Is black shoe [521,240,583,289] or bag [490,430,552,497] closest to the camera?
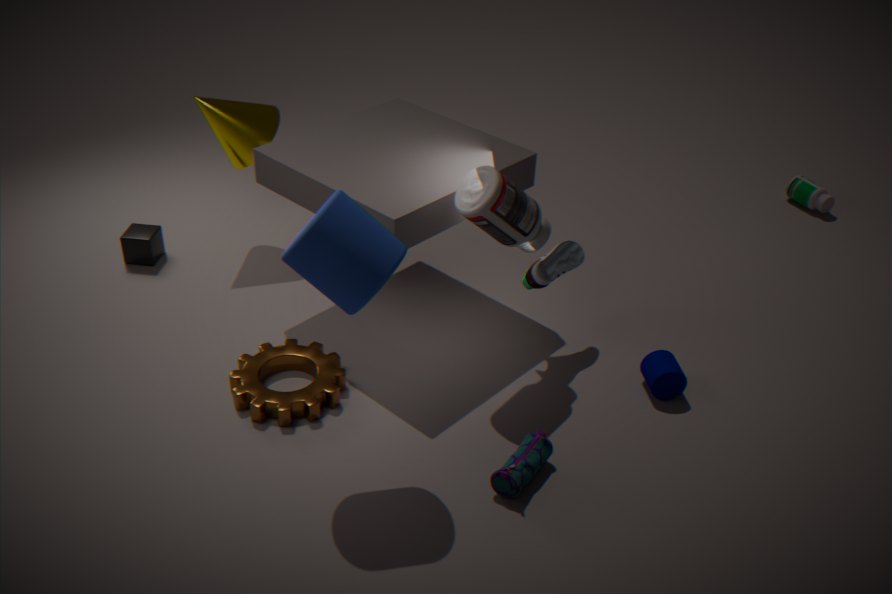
bag [490,430,552,497]
